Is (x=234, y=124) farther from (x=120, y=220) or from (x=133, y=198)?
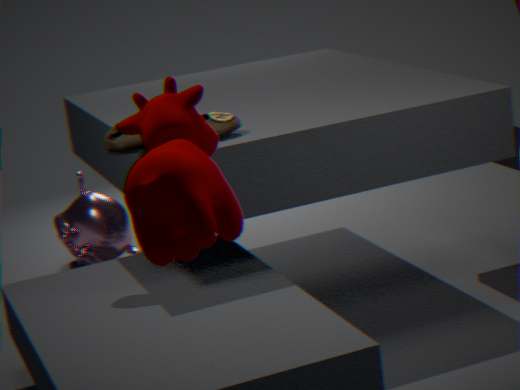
(x=120, y=220)
